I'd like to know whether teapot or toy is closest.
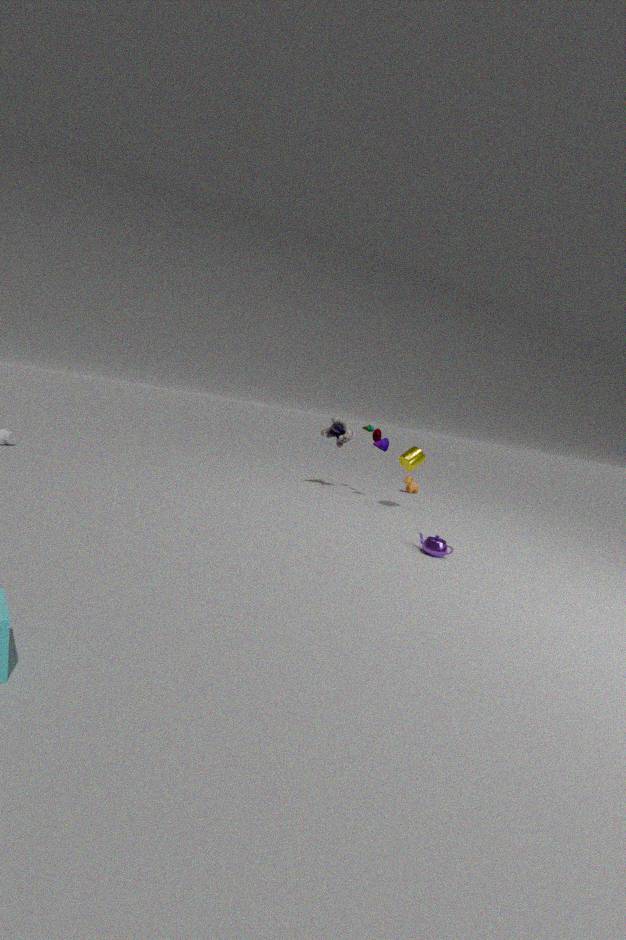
teapot
